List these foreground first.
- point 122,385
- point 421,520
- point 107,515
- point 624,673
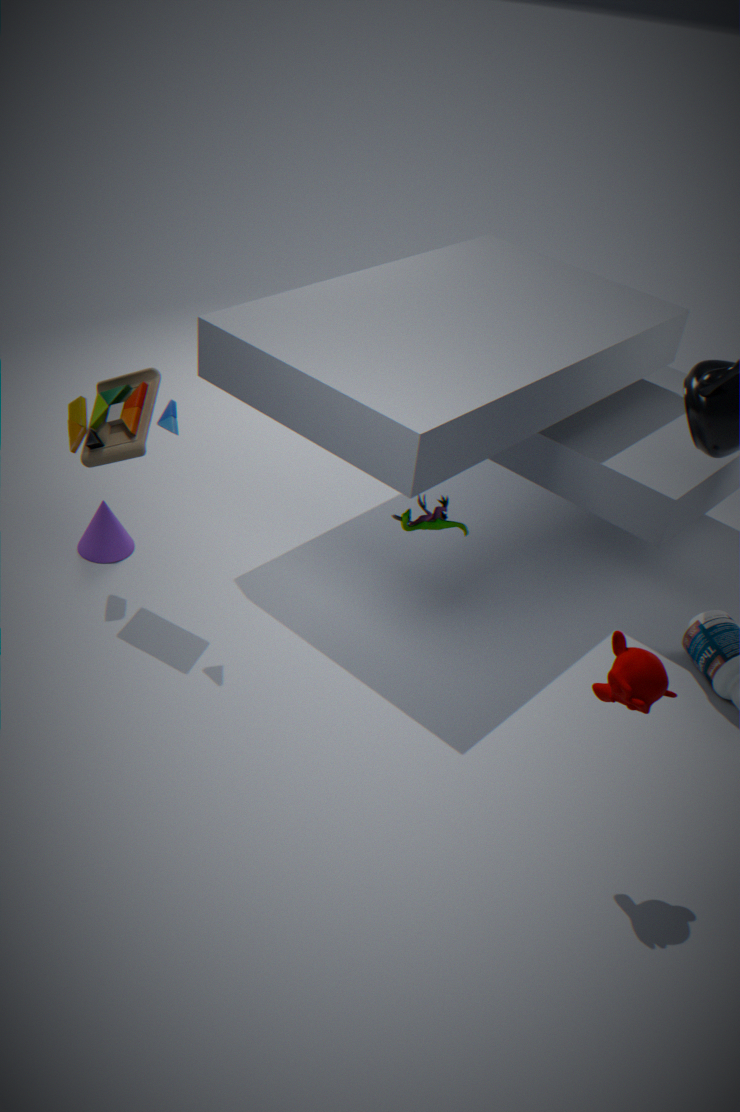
point 624,673
point 421,520
point 122,385
point 107,515
